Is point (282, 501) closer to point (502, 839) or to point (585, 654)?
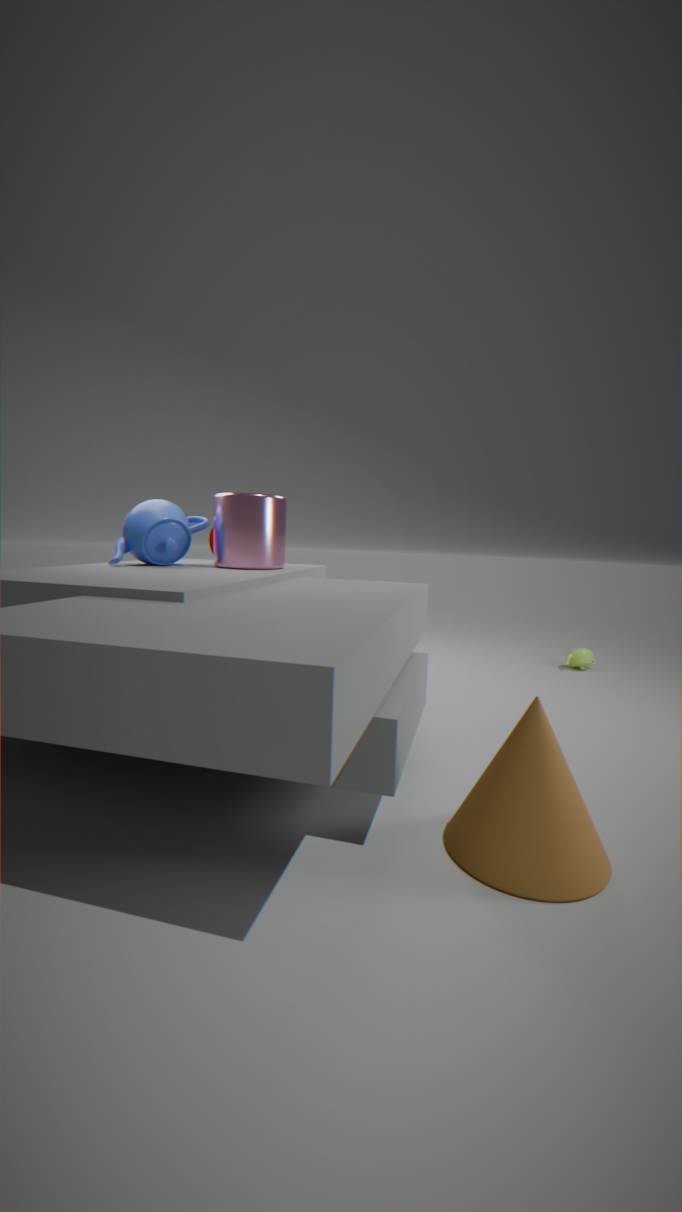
point (502, 839)
